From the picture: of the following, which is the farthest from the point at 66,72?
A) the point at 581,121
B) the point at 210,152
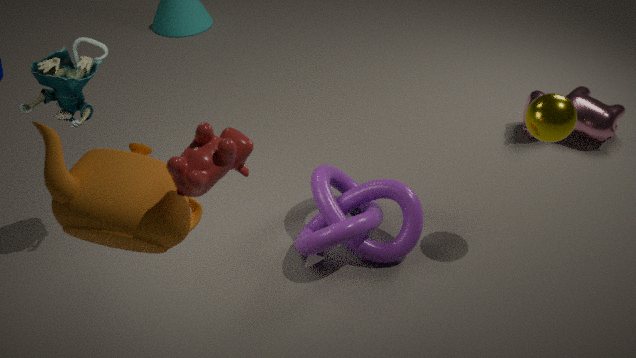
the point at 581,121
